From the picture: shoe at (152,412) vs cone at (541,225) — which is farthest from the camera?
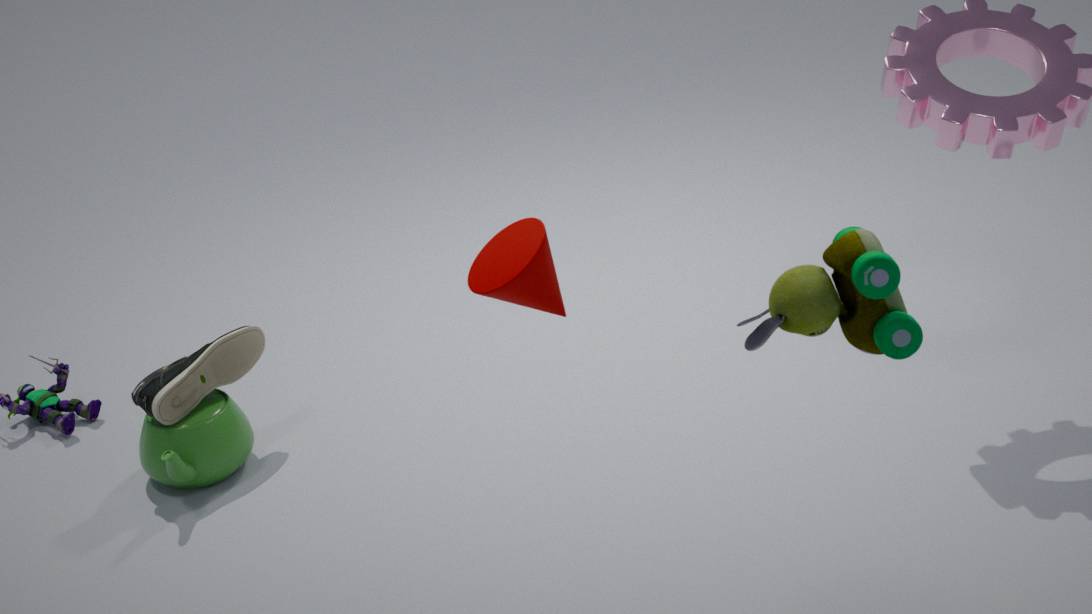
shoe at (152,412)
